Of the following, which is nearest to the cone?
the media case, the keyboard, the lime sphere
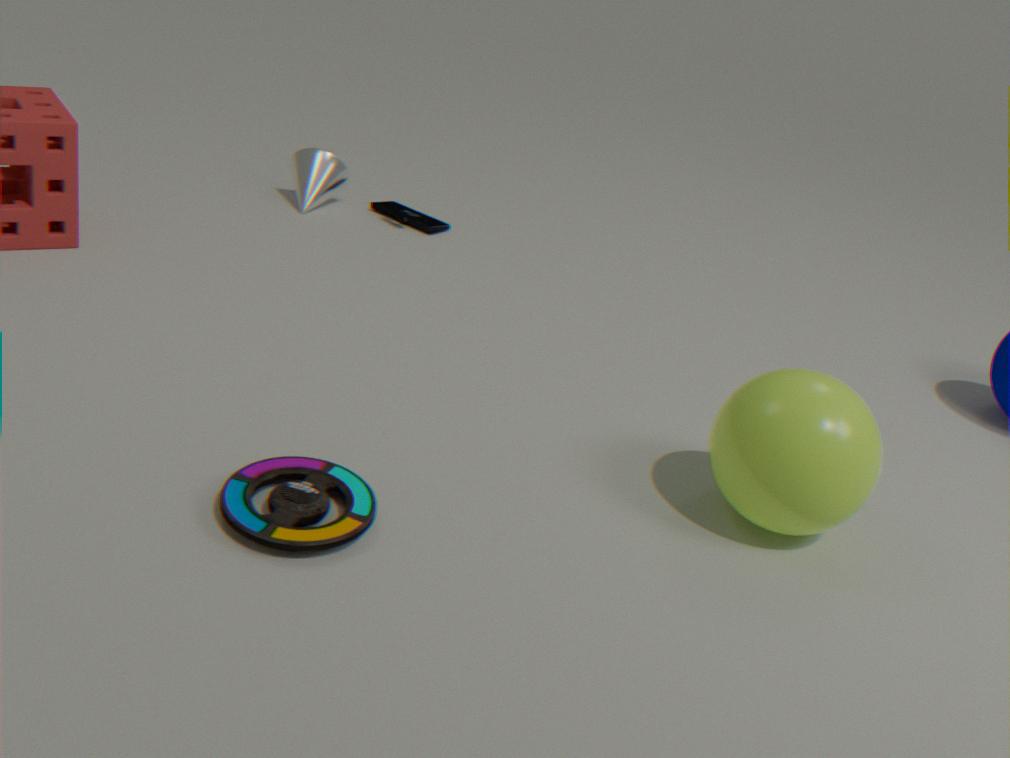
the keyboard
